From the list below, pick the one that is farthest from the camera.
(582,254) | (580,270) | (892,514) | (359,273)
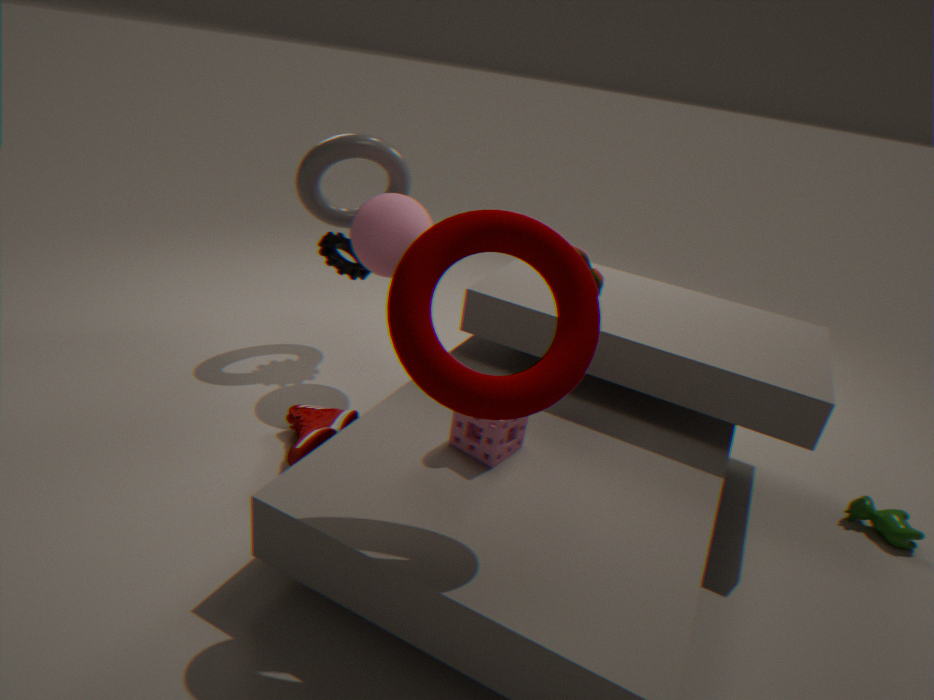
(359,273)
